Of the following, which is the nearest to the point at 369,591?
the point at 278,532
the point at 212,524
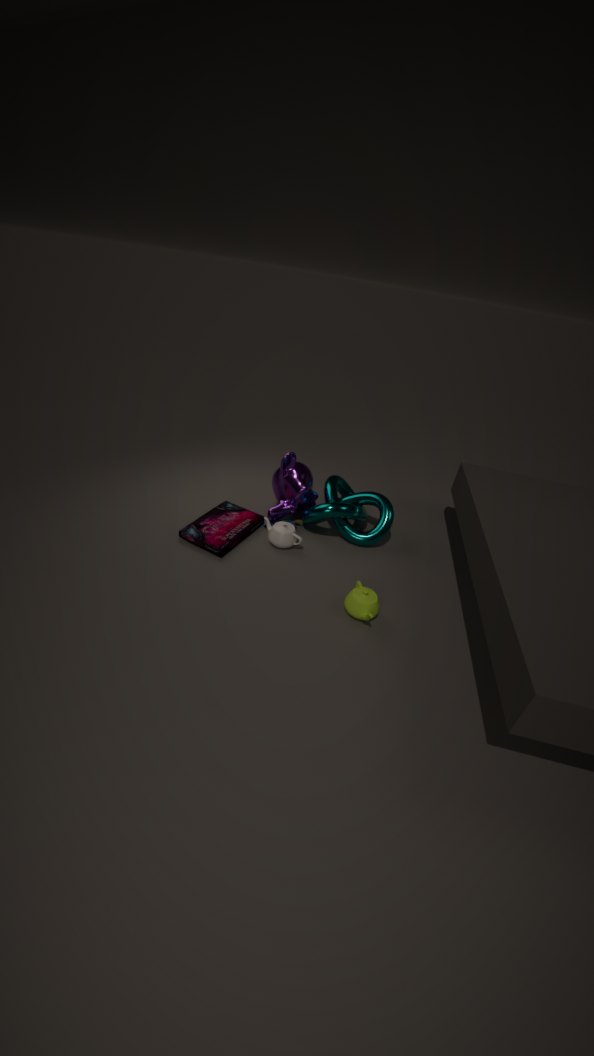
the point at 278,532
